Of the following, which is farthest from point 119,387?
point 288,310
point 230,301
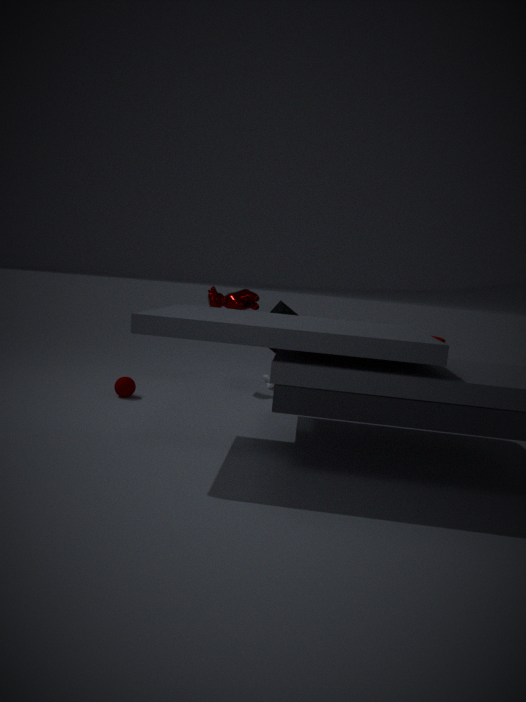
point 288,310
